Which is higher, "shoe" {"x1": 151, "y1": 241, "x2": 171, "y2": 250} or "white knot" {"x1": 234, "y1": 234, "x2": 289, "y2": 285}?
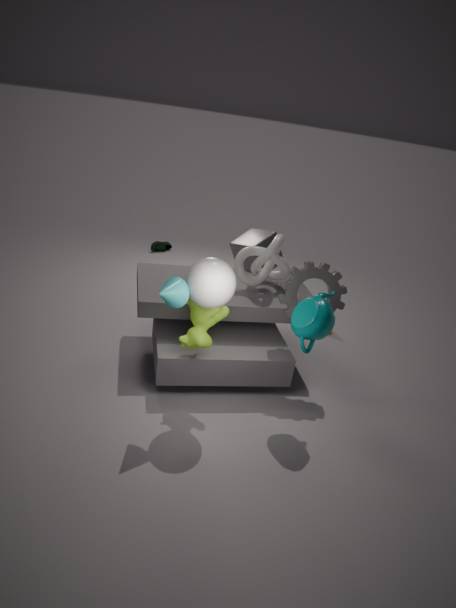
"white knot" {"x1": 234, "y1": 234, "x2": 289, "y2": 285}
